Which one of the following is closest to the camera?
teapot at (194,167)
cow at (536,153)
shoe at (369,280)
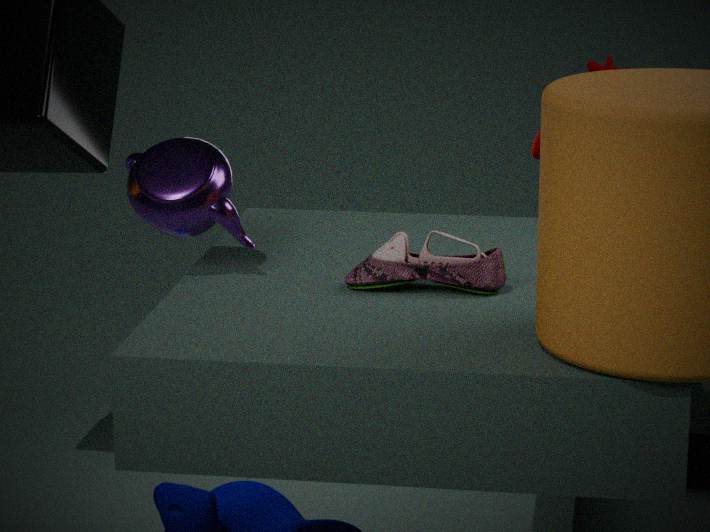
shoe at (369,280)
